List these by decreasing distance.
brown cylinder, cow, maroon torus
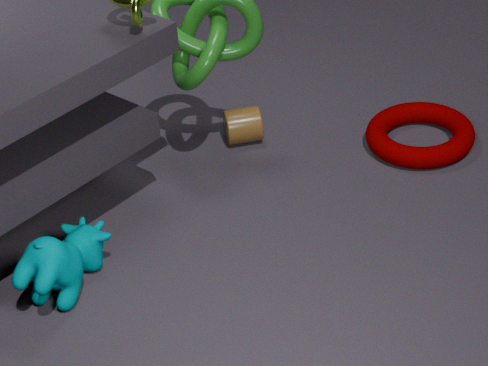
brown cylinder → maroon torus → cow
